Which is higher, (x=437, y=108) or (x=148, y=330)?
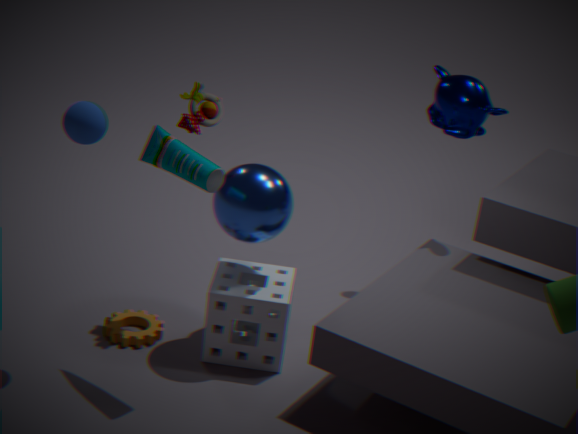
(x=437, y=108)
